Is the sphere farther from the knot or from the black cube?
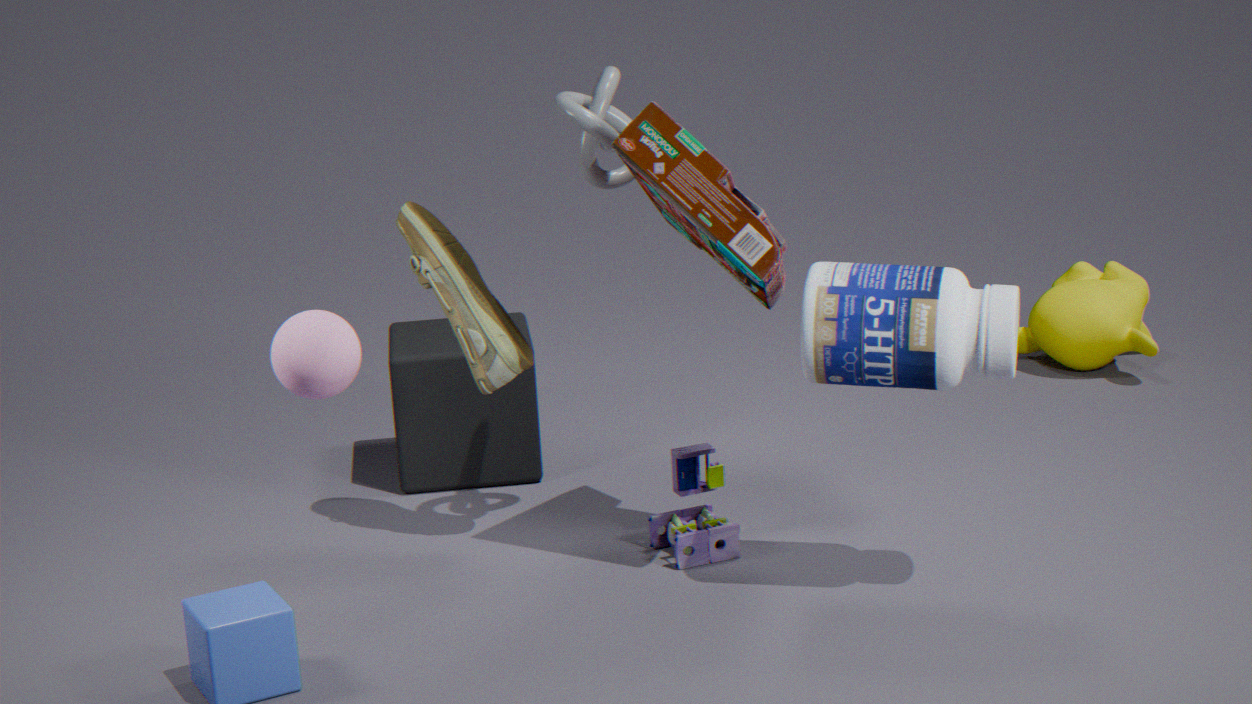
the black cube
